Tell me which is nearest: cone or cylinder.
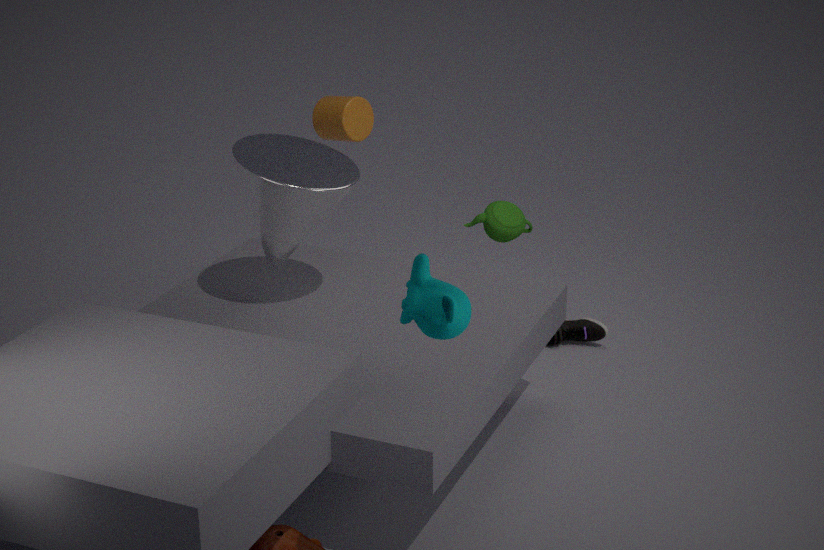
cone
